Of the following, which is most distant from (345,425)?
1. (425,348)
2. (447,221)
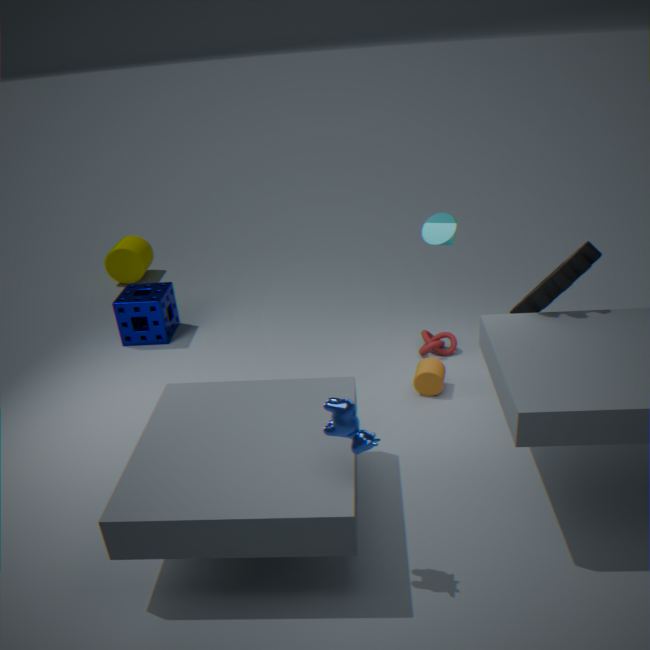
(425,348)
